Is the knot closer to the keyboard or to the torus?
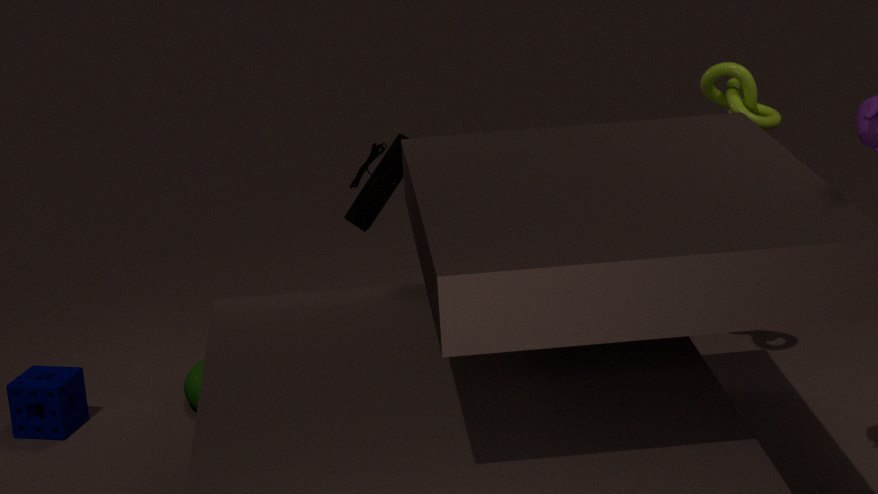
the keyboard
